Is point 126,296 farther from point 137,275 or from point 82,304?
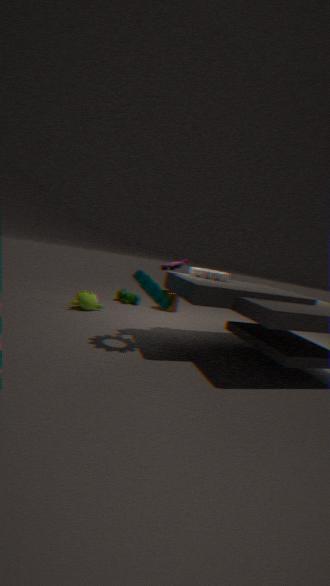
point 137,275
